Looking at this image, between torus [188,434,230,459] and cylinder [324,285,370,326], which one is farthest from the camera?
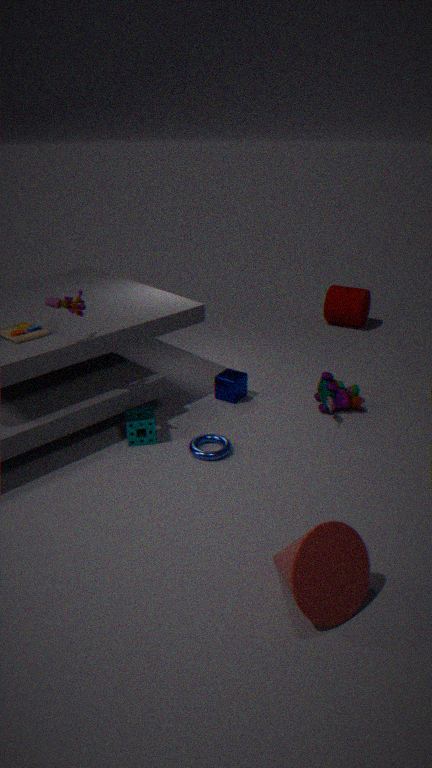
cylinder [324,285,370,326]
